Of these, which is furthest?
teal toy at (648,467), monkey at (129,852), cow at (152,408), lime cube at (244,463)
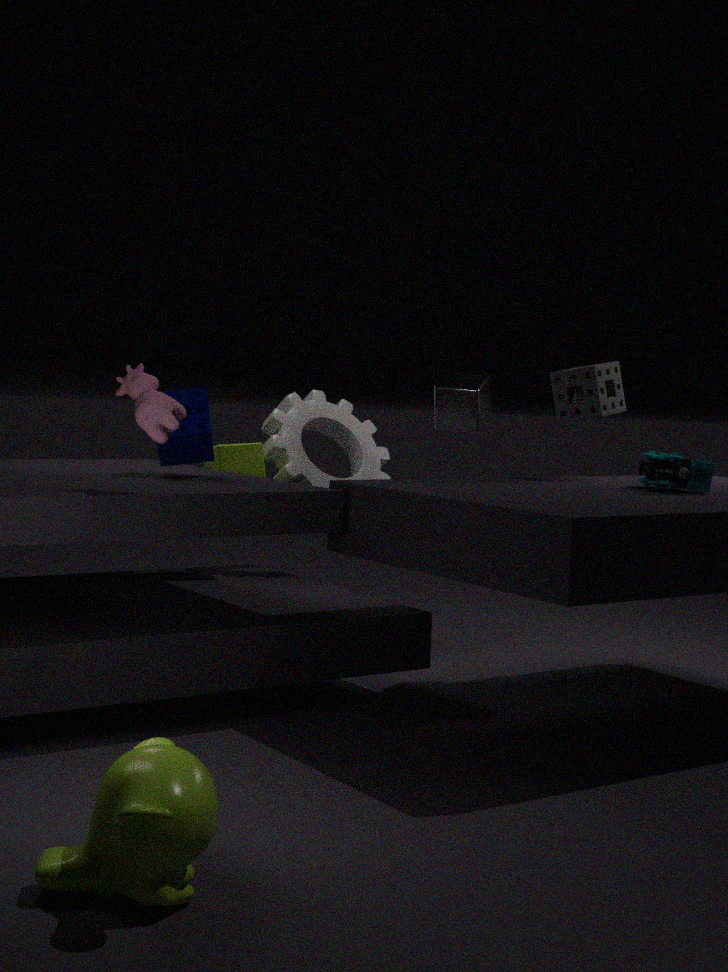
lime cube at (244,463)
